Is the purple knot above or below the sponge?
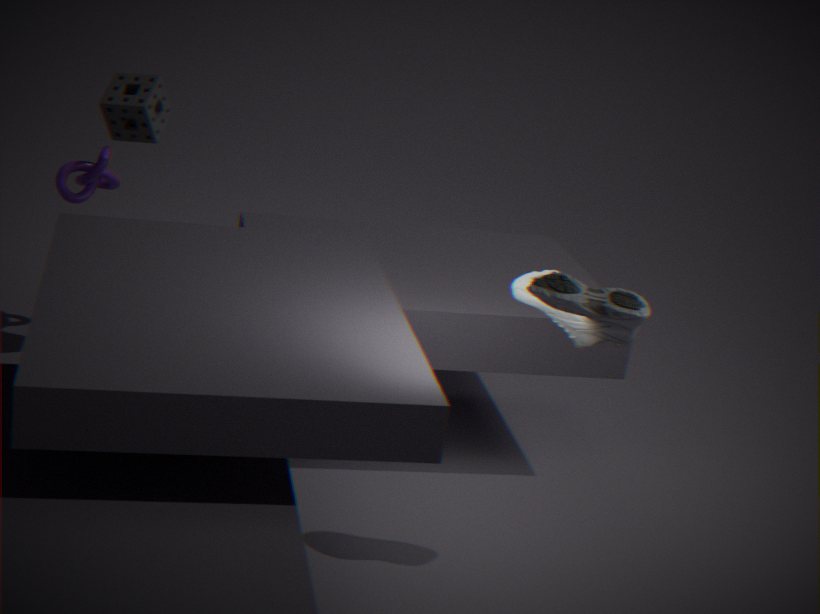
below
